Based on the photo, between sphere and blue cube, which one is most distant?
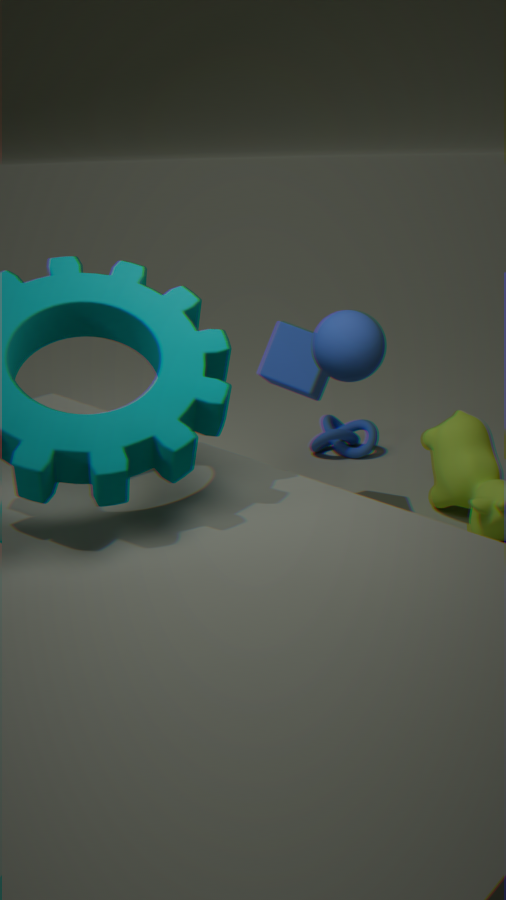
blue cube
